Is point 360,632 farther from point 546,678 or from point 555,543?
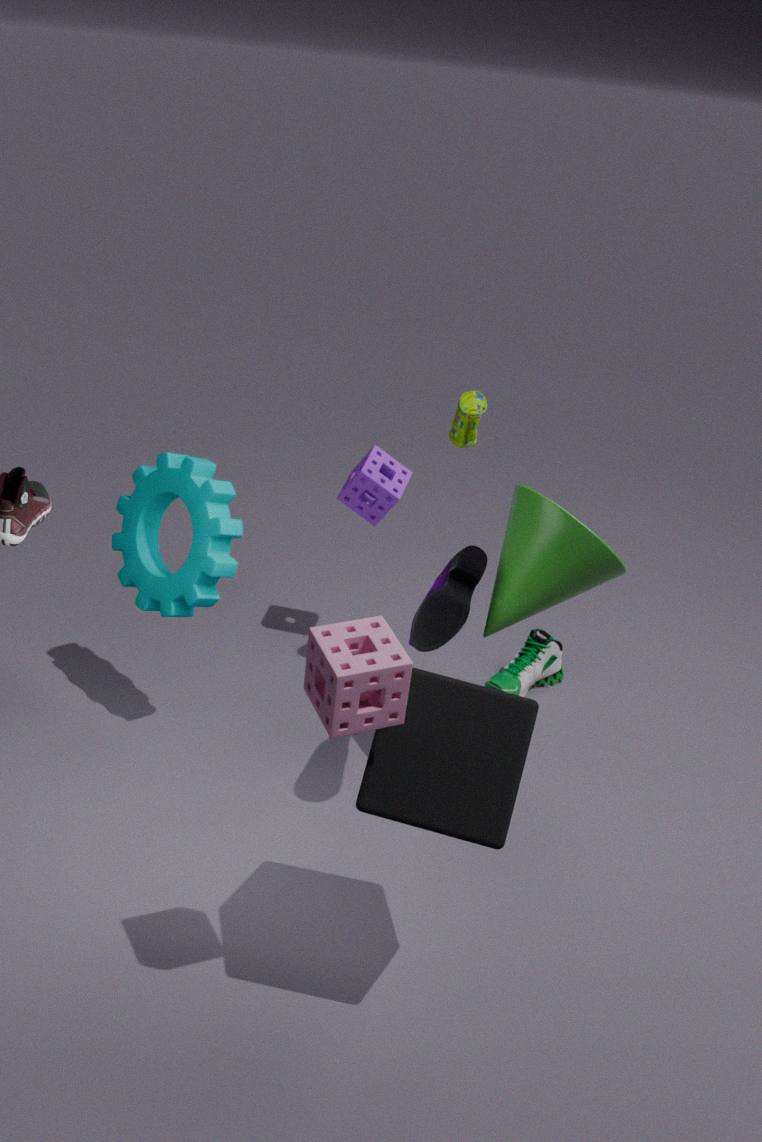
point 546,678
